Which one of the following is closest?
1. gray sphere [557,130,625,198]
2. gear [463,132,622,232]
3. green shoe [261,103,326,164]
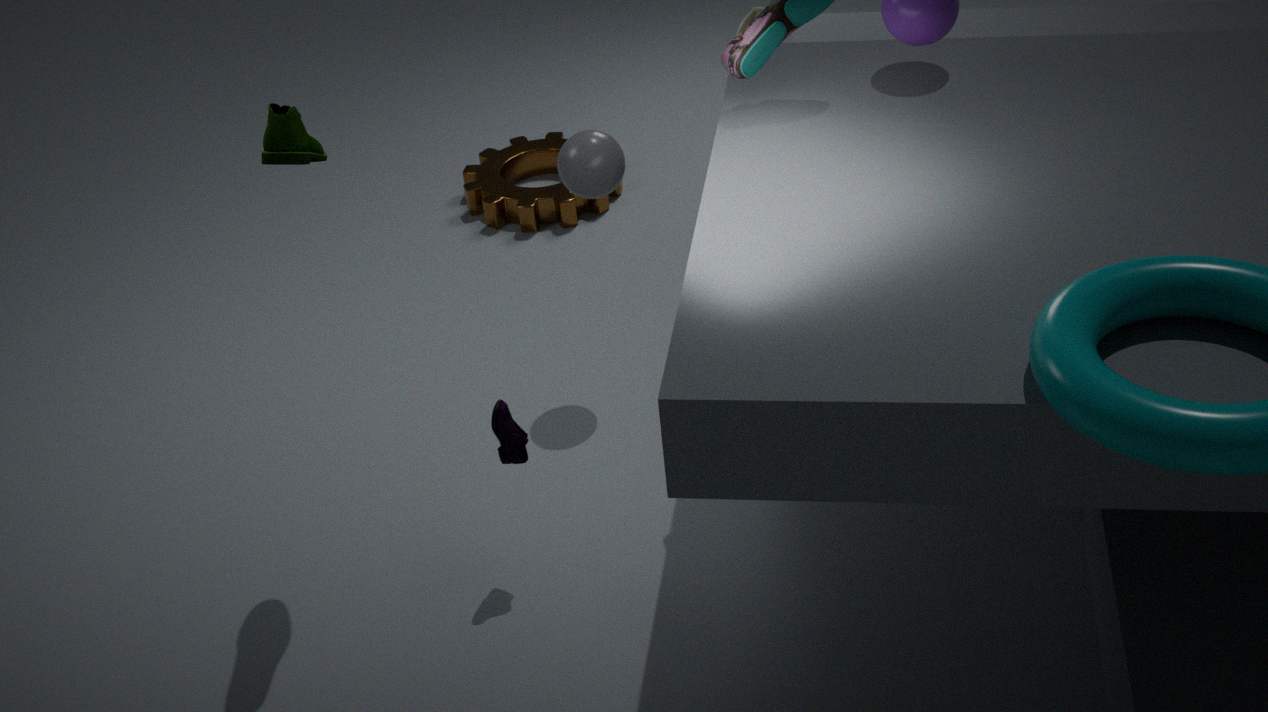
green shoe [261,103,326,164]
